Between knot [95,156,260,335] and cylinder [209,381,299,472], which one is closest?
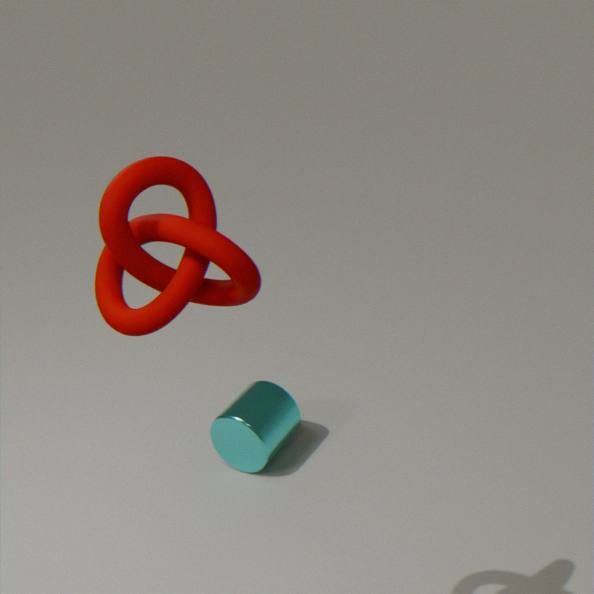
knot [95,156,260,335]
